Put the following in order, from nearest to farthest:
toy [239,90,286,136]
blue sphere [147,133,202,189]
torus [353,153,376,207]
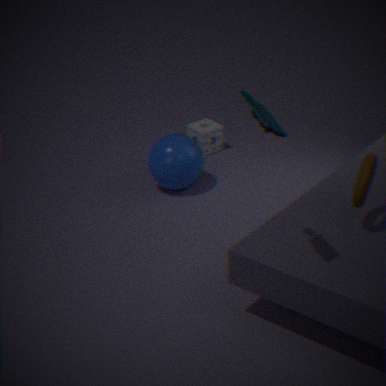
toy [239,90,286,136], torus [353,153,376,207], blue sphere [147,133,202,189]
